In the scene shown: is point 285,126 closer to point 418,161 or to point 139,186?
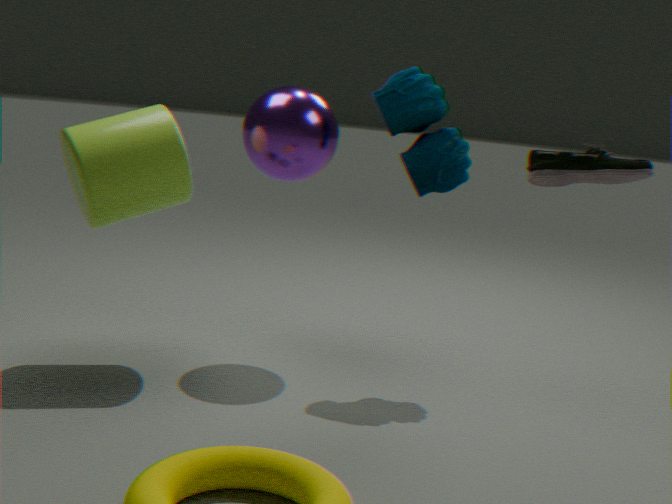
point 418,161
